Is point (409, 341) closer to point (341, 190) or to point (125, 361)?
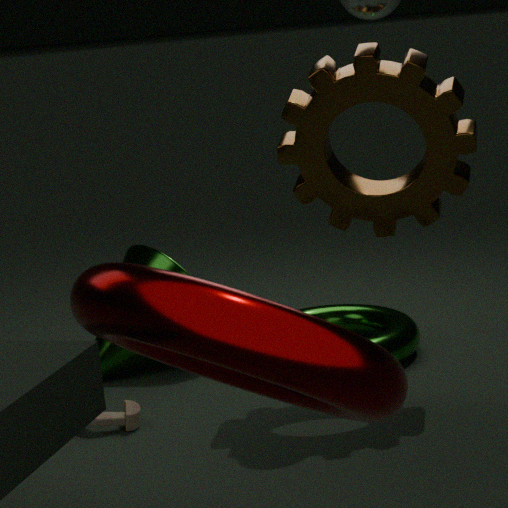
point (125, 361)
